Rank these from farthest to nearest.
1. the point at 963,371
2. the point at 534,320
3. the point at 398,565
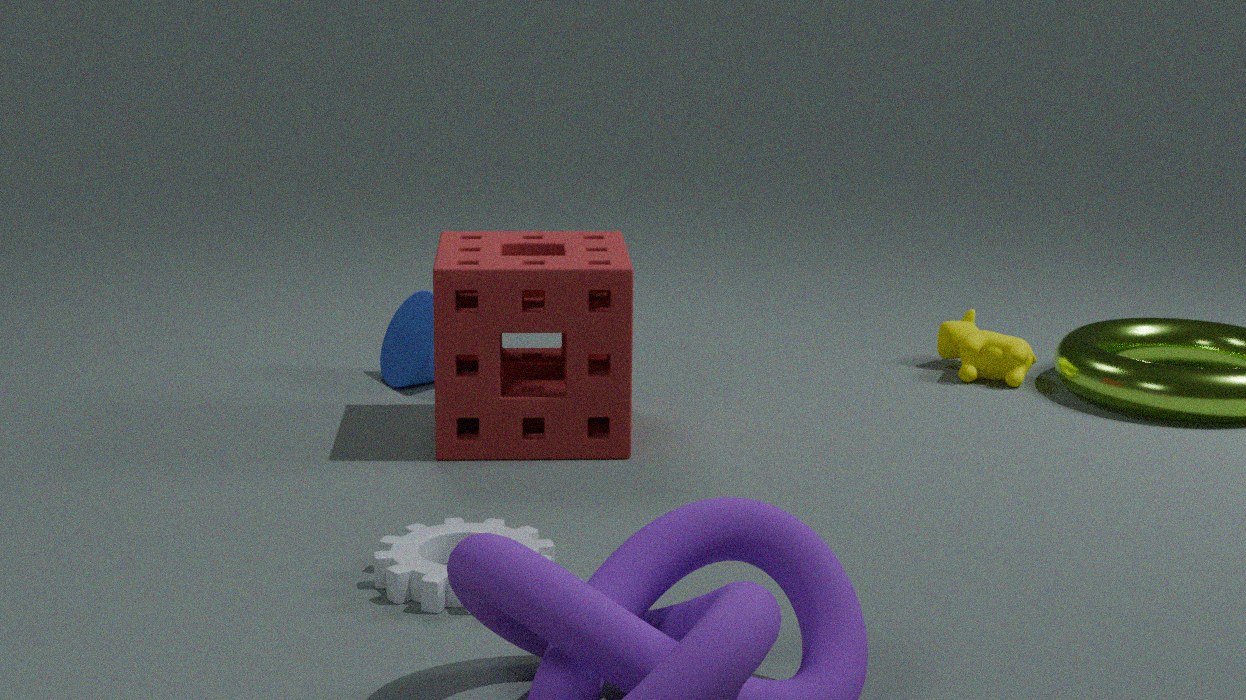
the point at 963,371
the point at 534,320
the point at 398,565
